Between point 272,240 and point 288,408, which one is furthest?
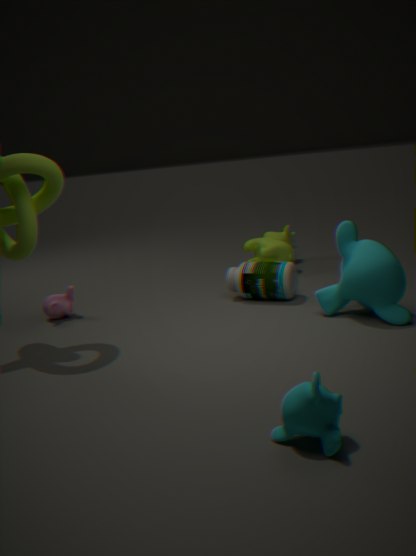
point 272,240
